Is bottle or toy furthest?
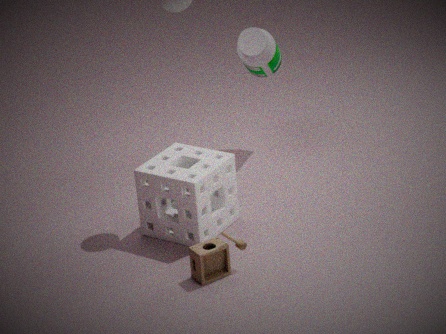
bottle
